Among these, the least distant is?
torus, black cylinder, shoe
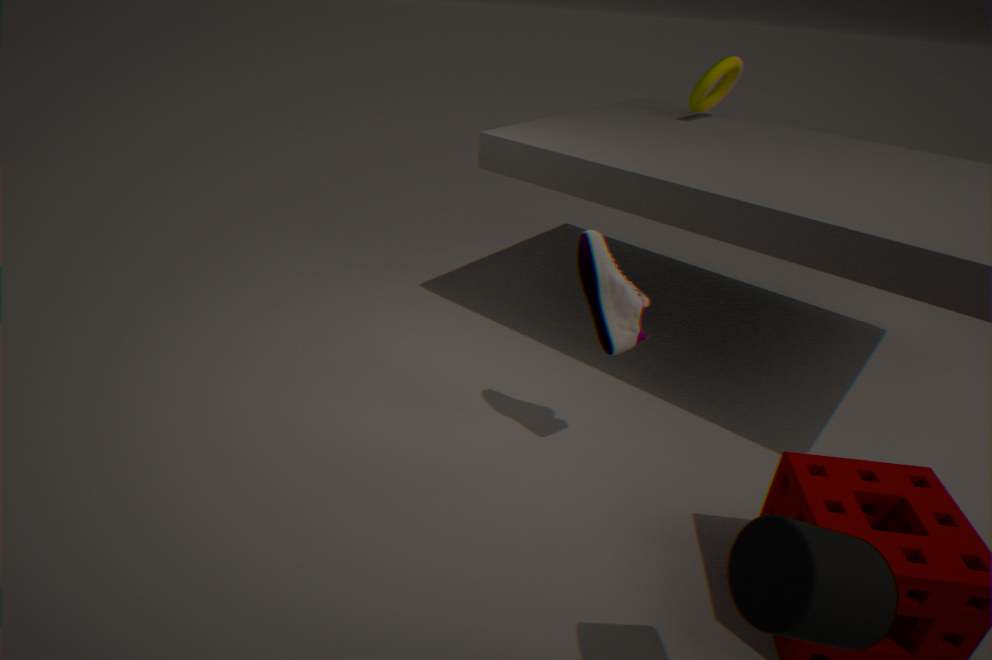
black cylinder
